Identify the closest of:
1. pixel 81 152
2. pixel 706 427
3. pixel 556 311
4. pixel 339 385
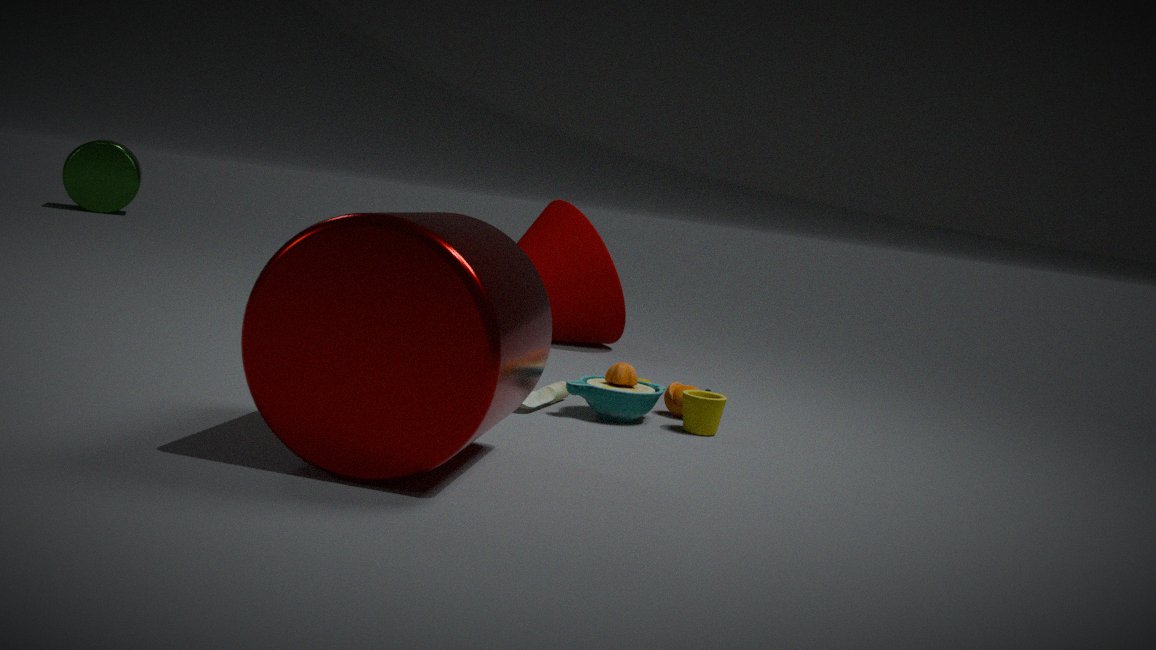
pixel 339 385
